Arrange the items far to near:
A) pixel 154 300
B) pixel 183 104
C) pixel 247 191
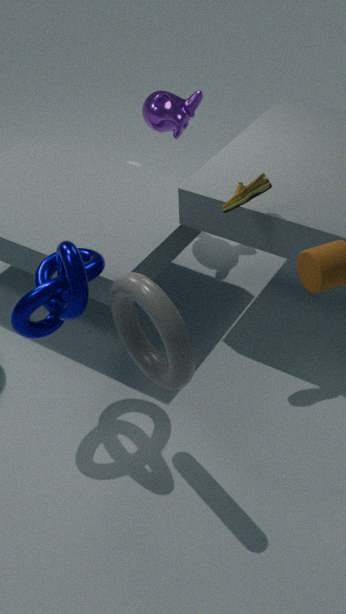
1. pixel 183 104
2. pixel 247 191
3. pixel 154 300
